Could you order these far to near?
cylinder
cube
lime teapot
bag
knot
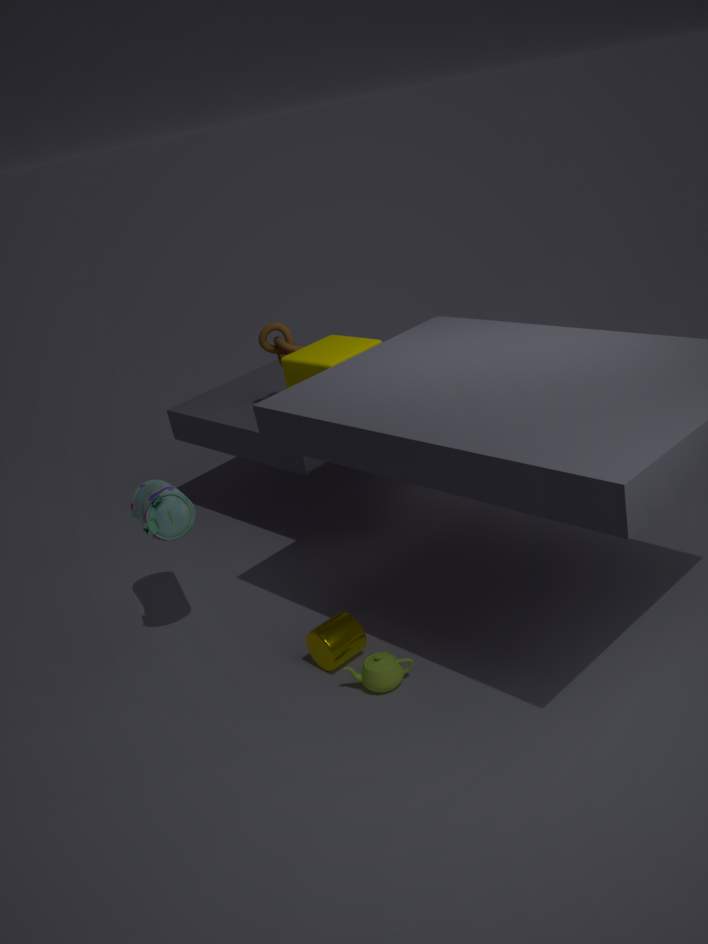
knot → cube → bag → cylinder → lime teapot
